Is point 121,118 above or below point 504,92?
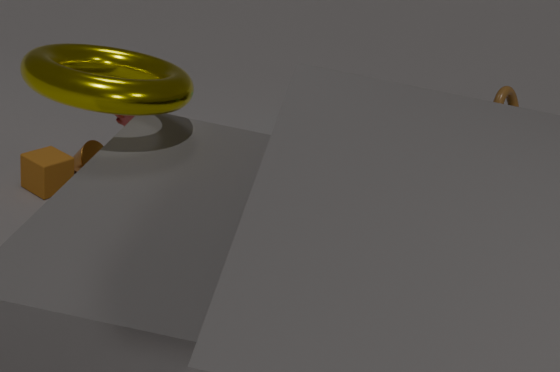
below
